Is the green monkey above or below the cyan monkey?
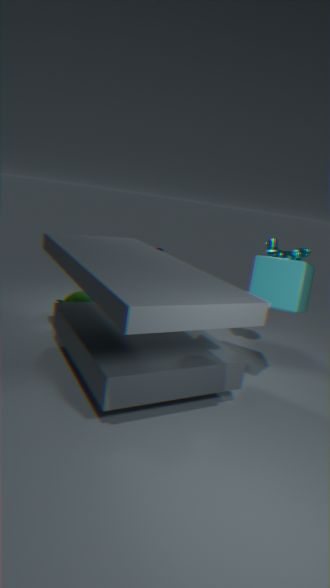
below
